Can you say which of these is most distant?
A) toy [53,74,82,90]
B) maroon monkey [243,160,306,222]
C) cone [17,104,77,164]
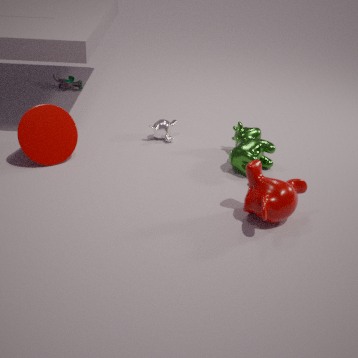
toy [53,74,82,90]
